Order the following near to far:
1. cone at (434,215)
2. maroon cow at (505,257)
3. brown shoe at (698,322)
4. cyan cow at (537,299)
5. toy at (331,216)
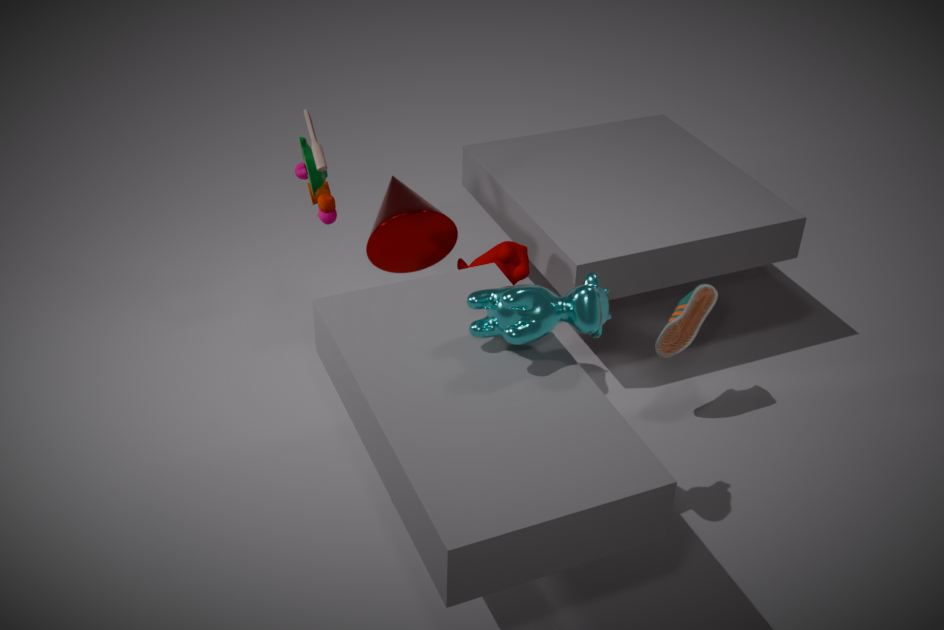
cyan cow at (537,299), maroon cow at (505,257), brown shoe at (698,322), toy at (331,216), cone at (434,215)
